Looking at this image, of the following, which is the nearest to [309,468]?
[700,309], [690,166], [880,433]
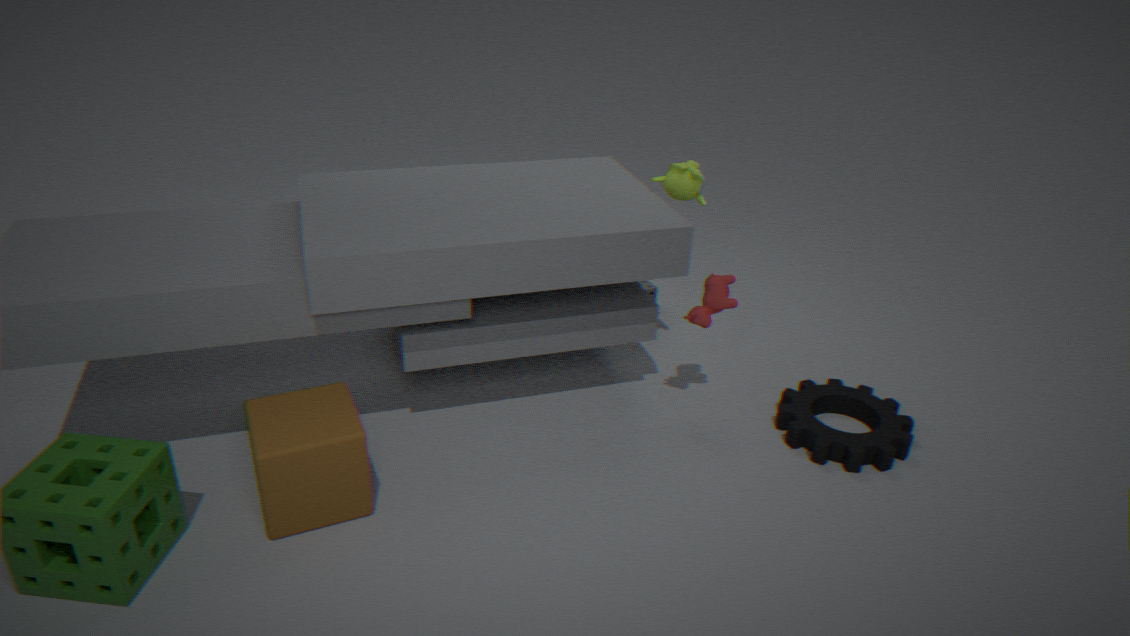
[700,309]
